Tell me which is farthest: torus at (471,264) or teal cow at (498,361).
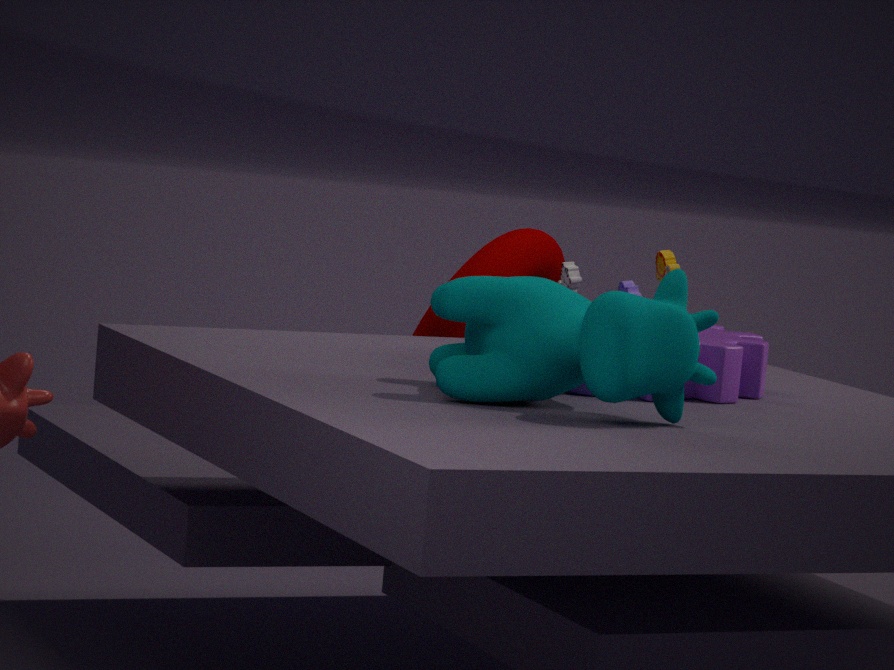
torus at (471,264)
